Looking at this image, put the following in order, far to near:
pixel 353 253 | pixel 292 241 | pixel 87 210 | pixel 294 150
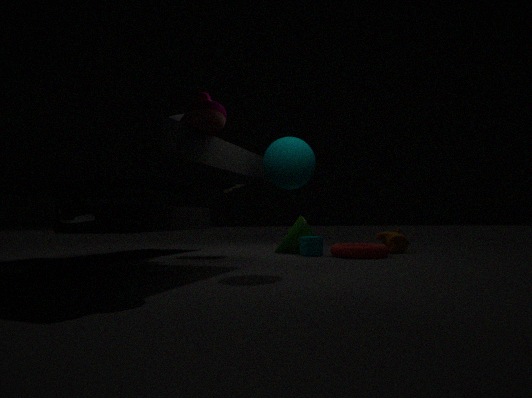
pixel 292 241 < pixel 353 253 < pixel 294 150 < pixel 87 210
